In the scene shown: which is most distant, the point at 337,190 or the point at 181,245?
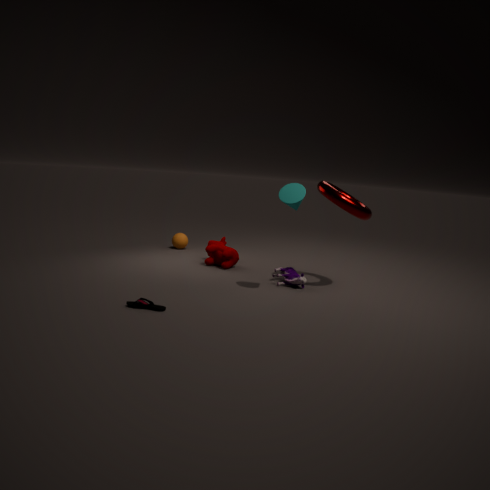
the point at 181,245
